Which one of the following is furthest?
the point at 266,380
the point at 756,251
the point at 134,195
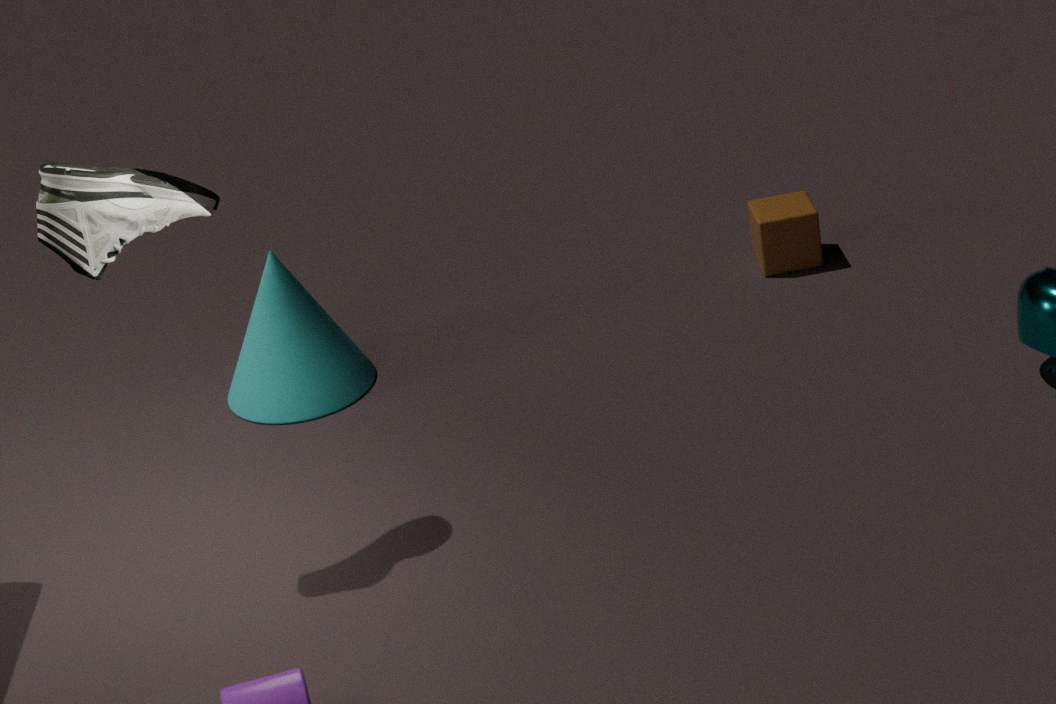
the point at 756,251
